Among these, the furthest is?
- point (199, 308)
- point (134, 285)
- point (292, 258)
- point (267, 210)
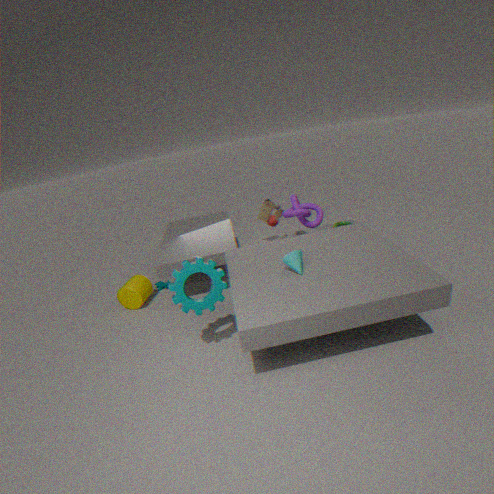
point (134, 285)
